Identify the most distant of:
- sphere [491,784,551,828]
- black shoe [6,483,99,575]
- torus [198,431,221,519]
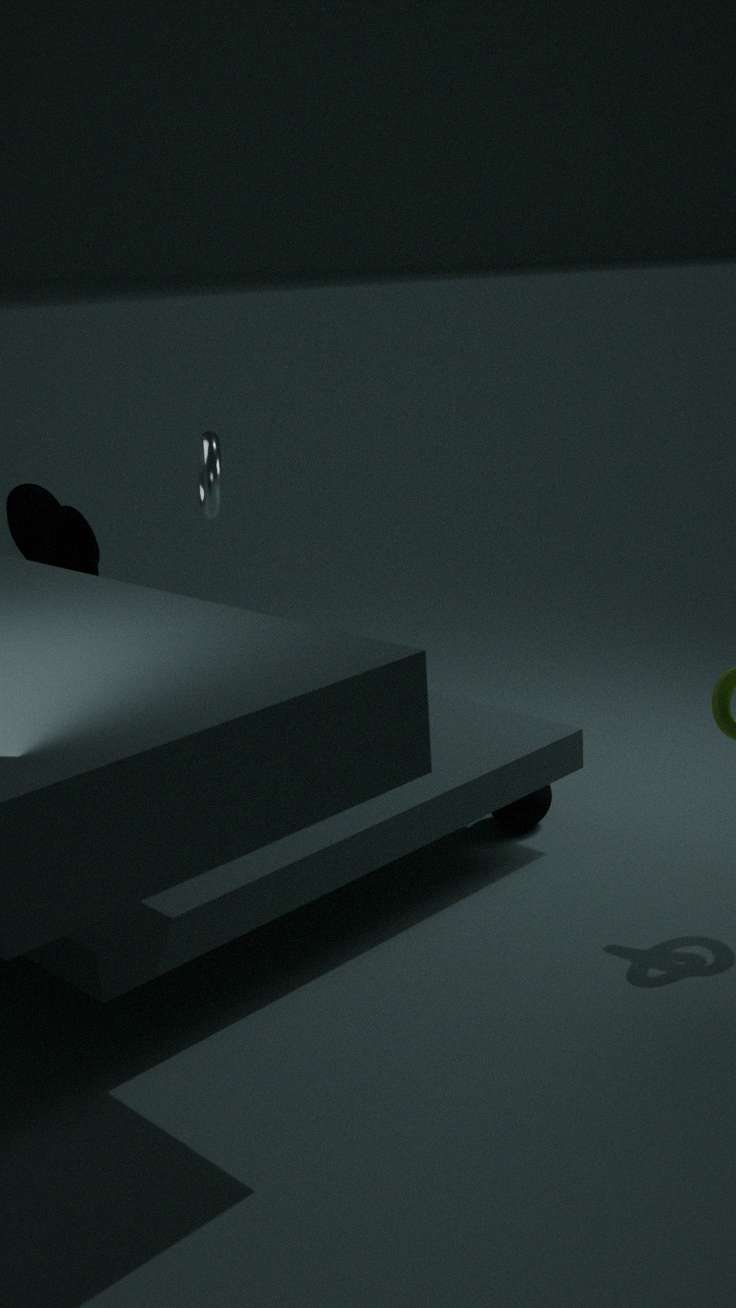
torus [198,431,221,519]
